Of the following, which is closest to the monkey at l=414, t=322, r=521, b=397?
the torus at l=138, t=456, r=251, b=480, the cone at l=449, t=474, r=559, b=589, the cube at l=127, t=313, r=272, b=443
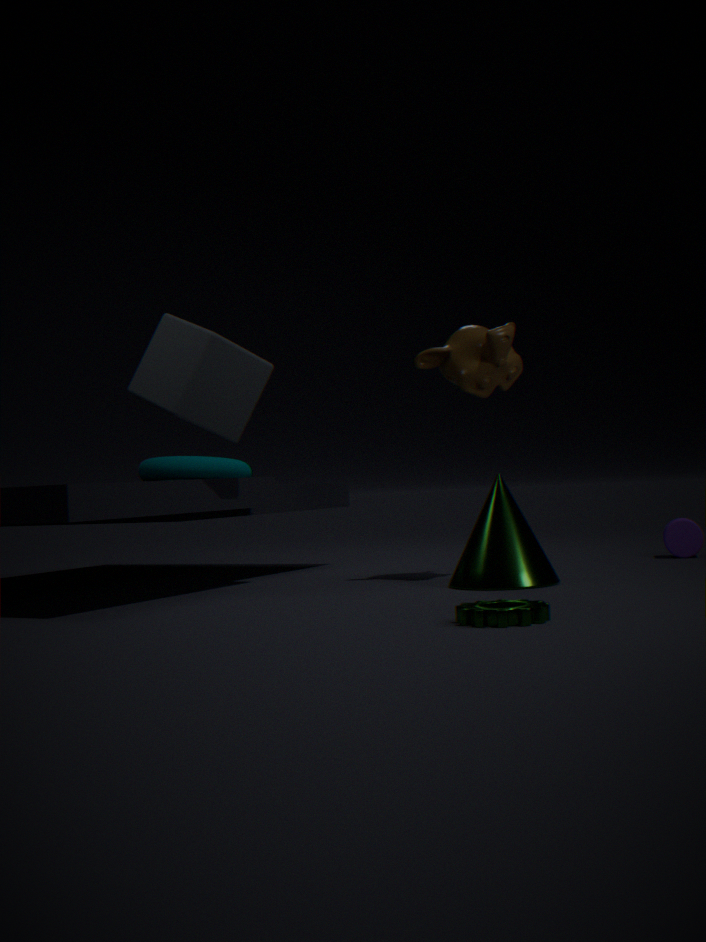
the cone at l=449, t=474, r=559, b=589
